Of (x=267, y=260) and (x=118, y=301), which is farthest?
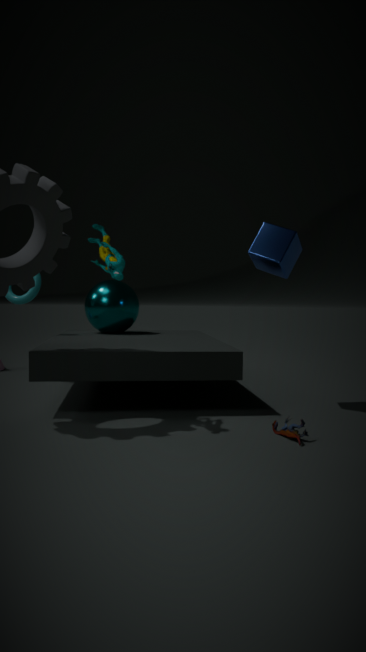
(x=118, y=301)
